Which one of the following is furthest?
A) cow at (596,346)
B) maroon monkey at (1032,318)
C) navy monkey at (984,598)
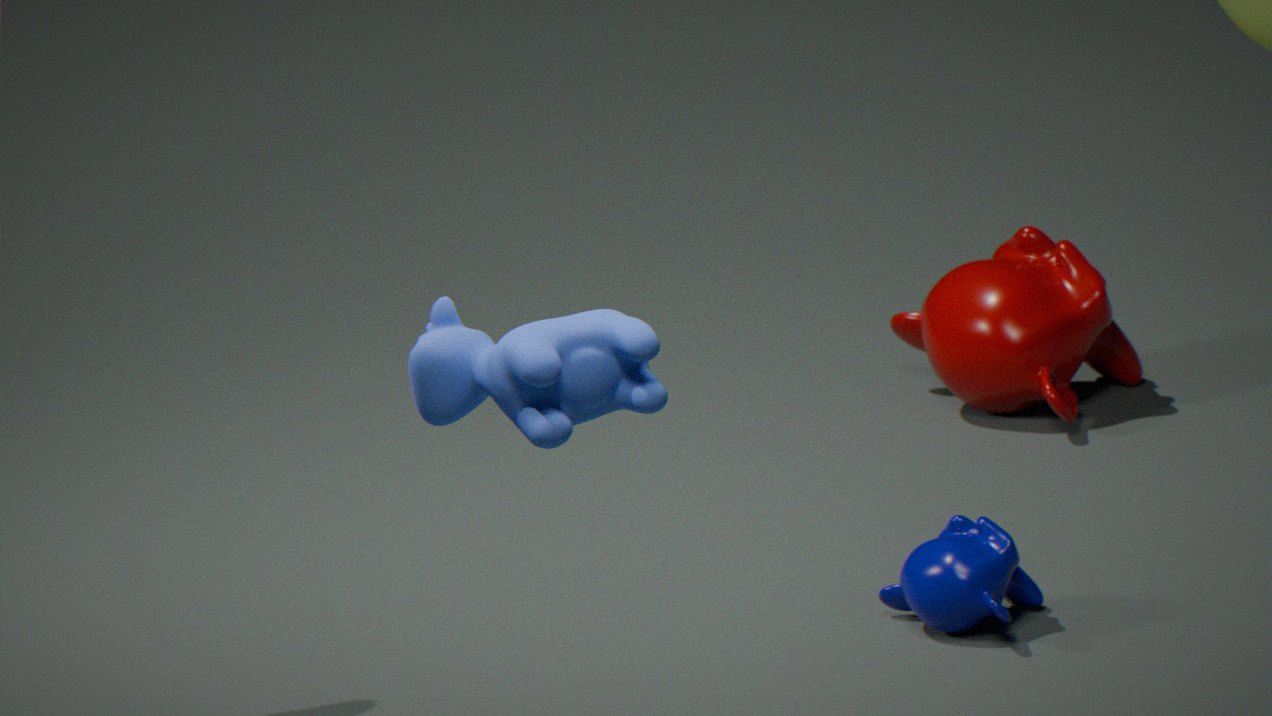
maroon monkey at (1032,318)
